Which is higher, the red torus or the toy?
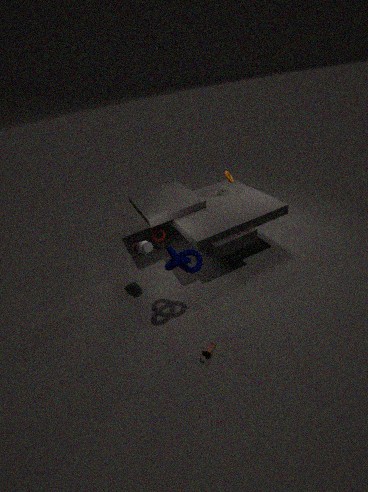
the red torus
